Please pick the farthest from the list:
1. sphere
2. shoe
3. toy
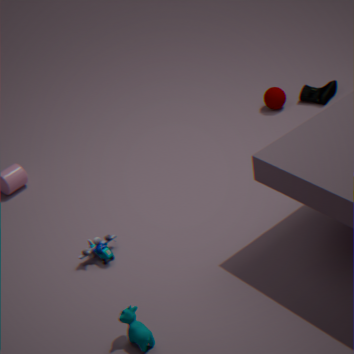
shoe
